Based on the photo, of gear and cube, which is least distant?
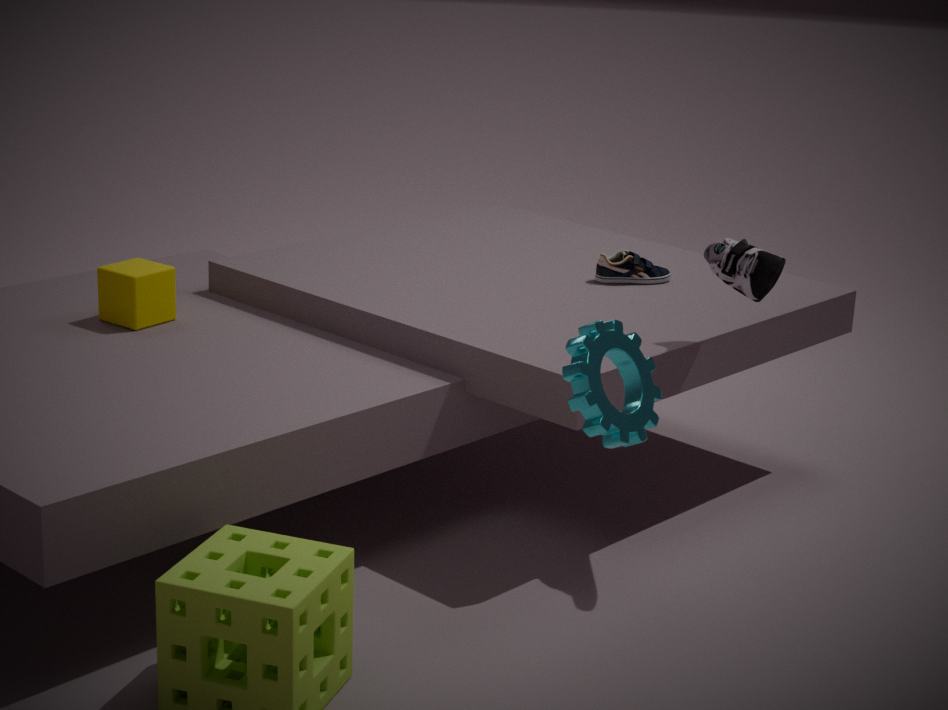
gear
